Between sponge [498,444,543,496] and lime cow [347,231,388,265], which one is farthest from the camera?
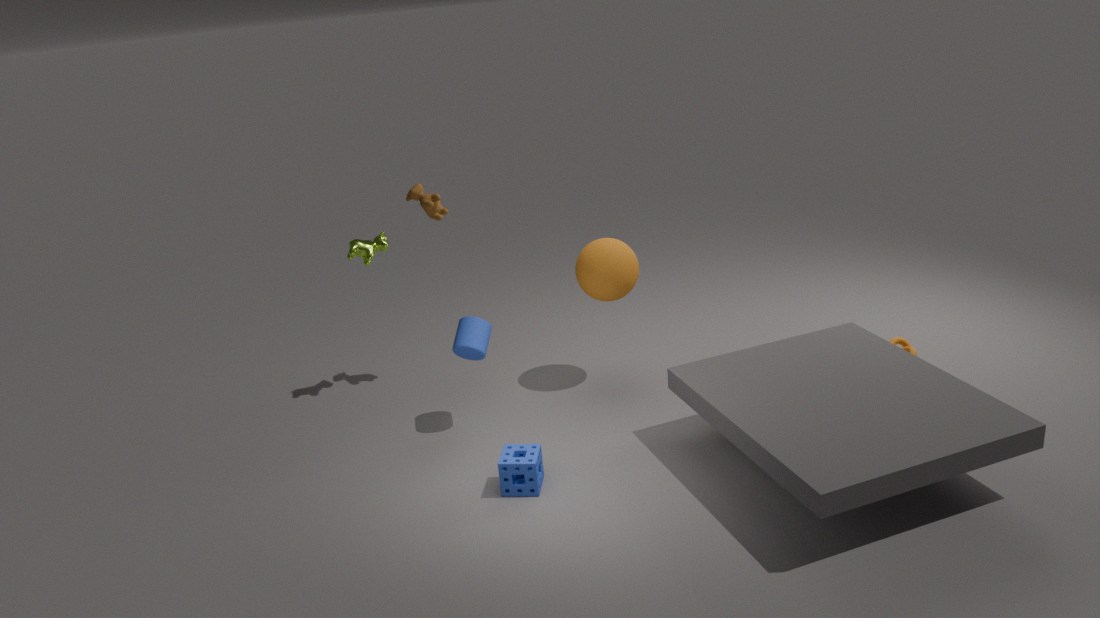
lime cow [347,231,388,265]
